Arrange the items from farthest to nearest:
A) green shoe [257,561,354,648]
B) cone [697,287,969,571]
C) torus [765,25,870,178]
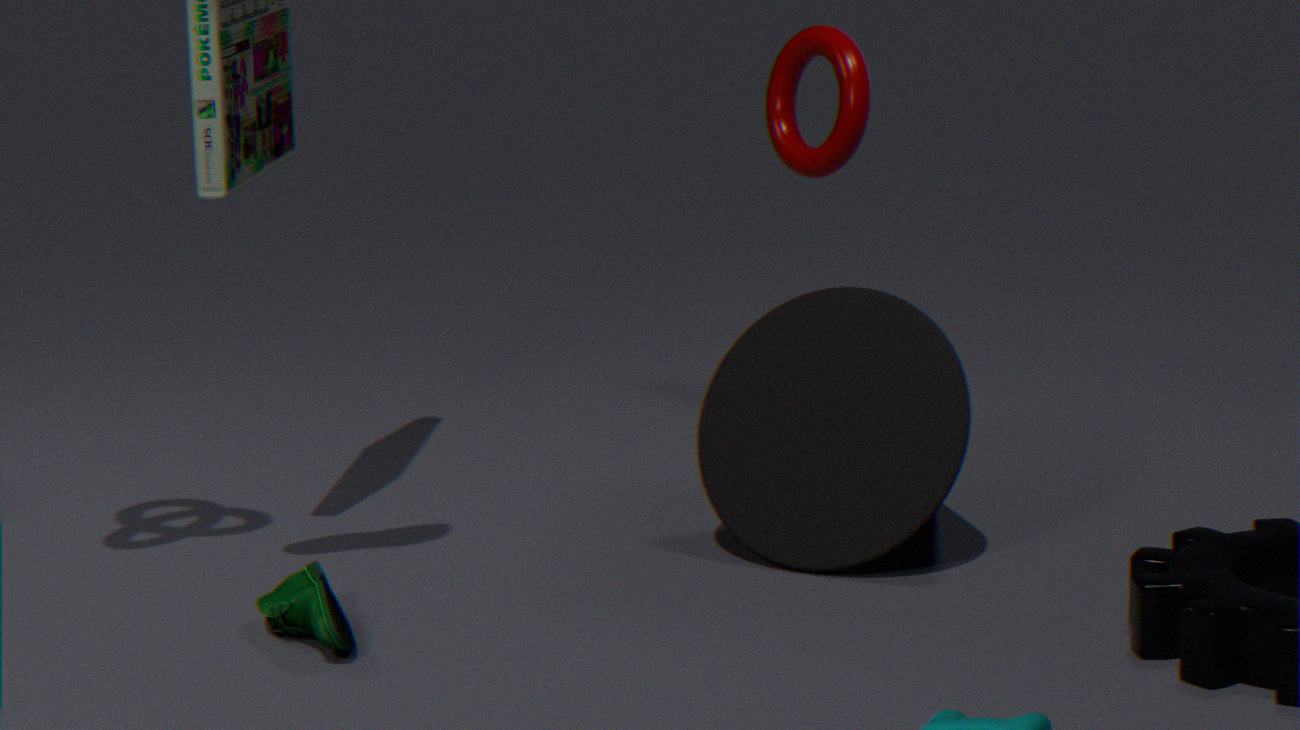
torus [765,25,870,178] → cone [697,287,969,571] → green shoe [257,561,354,648]
